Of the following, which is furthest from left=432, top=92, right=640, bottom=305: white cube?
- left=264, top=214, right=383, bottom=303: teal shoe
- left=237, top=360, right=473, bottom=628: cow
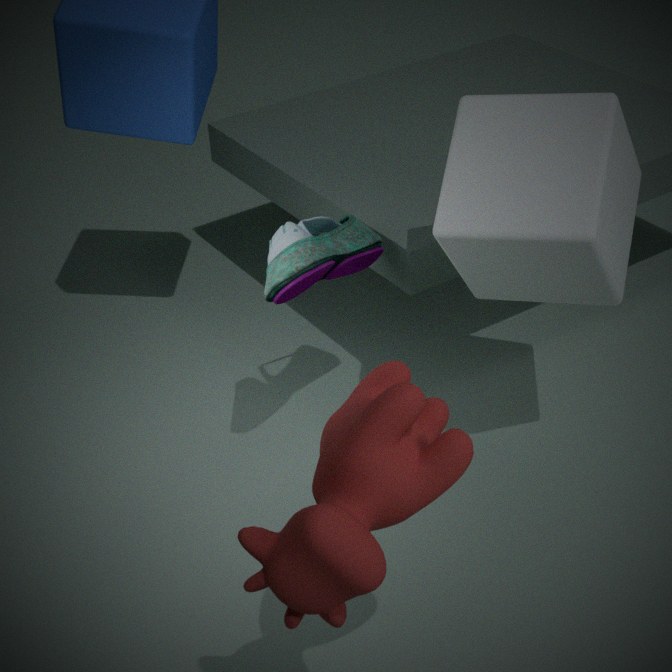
left=237, top=360, right=473, bottom=628: cow
